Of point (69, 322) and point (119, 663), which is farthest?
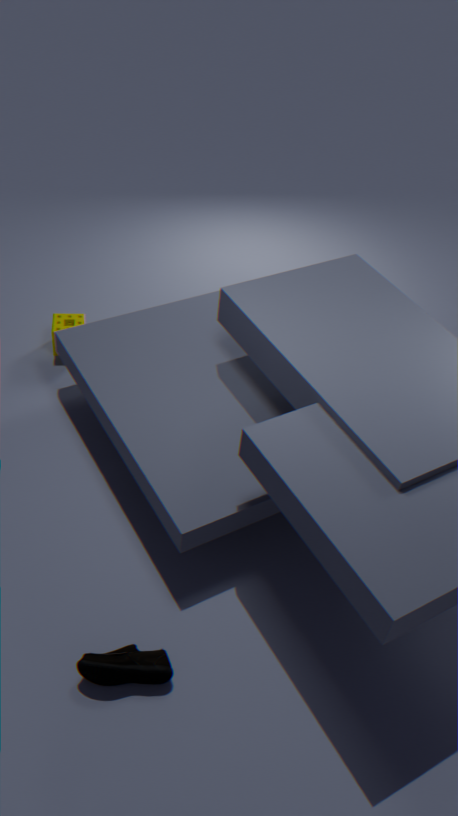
point (69, 322)
